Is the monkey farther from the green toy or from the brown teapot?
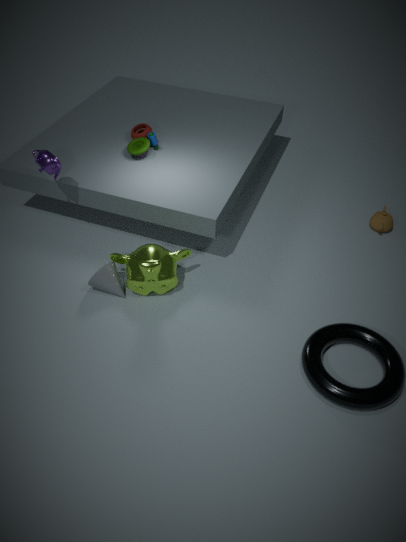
the brown teapot
